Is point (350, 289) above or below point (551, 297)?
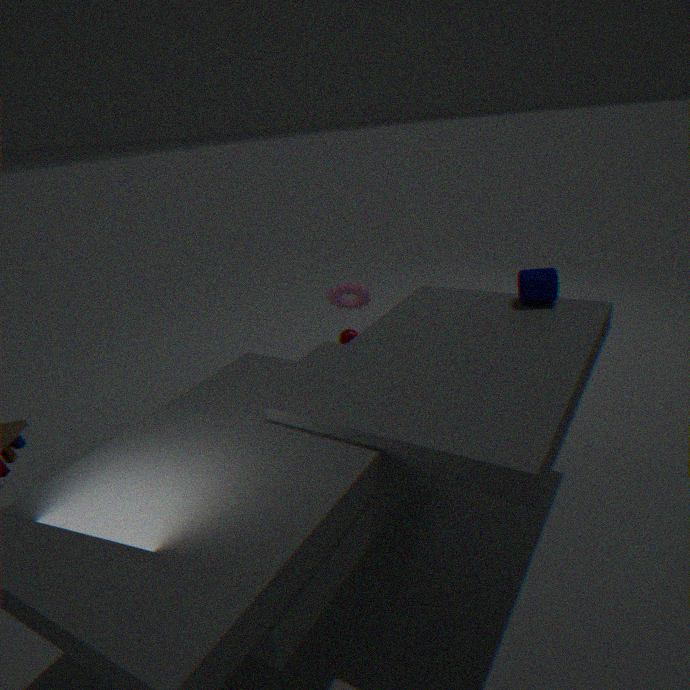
below
